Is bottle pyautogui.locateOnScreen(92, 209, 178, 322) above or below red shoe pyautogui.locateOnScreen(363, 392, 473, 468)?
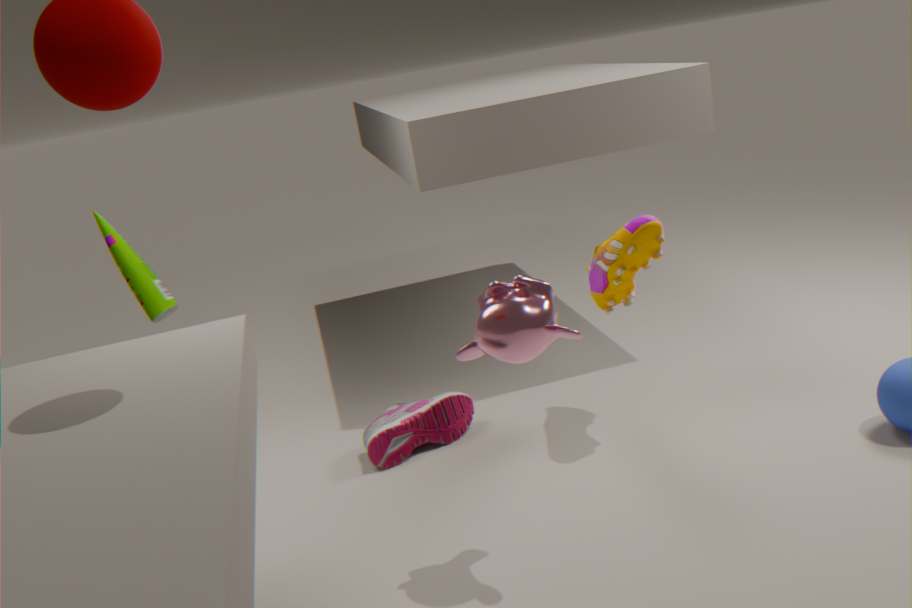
above
